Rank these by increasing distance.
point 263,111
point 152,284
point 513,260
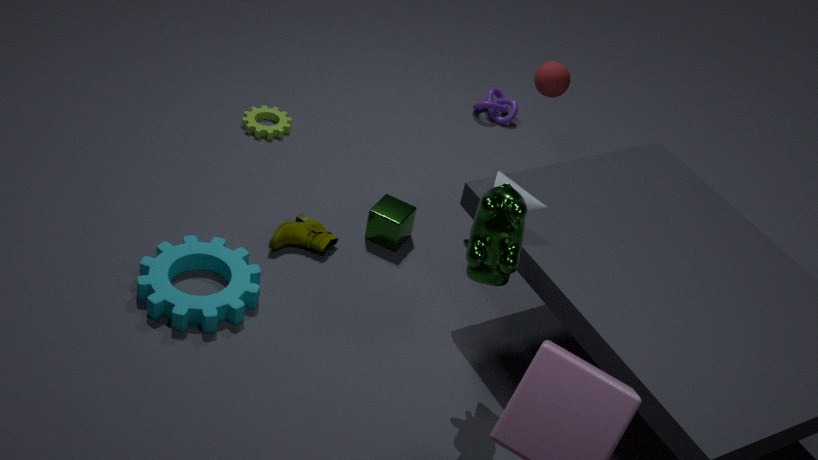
point 513,260, point 152,284, point 263,111
